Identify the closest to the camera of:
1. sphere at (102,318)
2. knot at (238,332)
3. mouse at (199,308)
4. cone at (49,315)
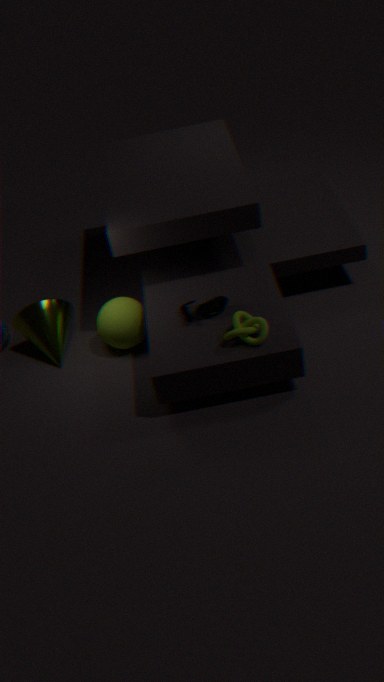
knot at (238,332)
